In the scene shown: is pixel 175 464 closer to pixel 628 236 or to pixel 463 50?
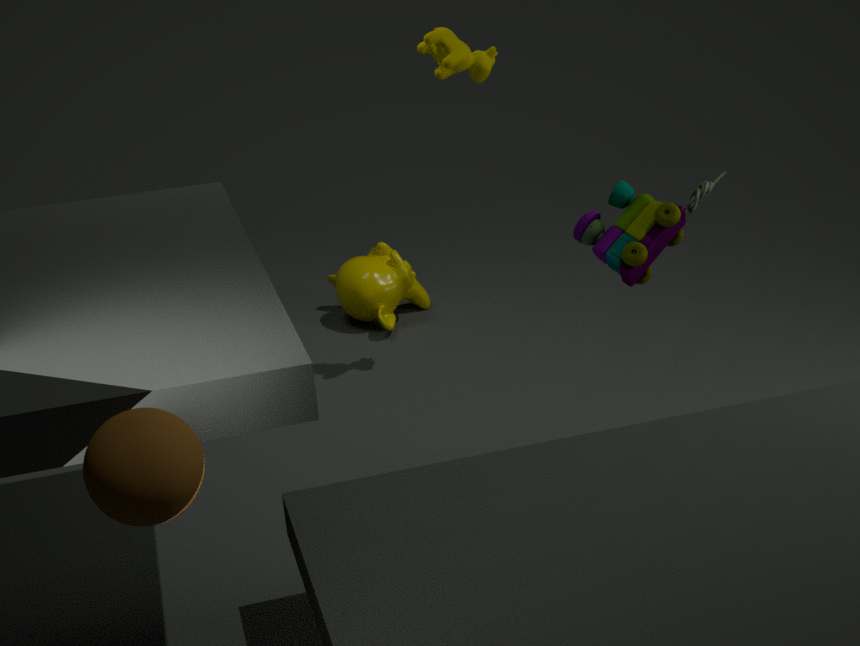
pixel 628 236
